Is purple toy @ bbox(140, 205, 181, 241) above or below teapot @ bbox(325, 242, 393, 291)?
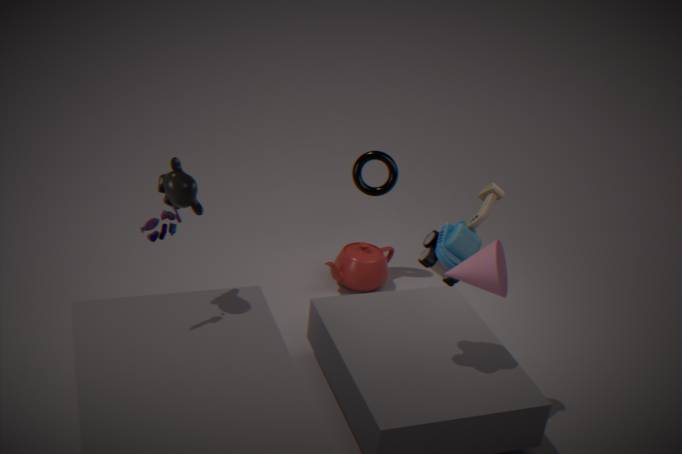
above
